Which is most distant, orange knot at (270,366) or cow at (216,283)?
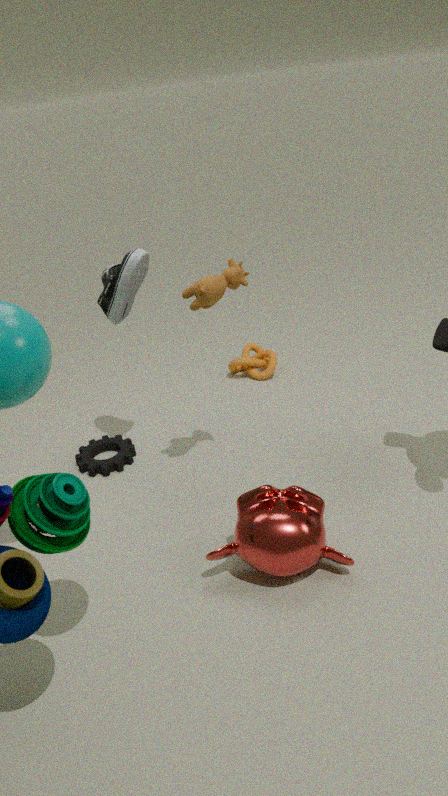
orange knot at (270,366)
